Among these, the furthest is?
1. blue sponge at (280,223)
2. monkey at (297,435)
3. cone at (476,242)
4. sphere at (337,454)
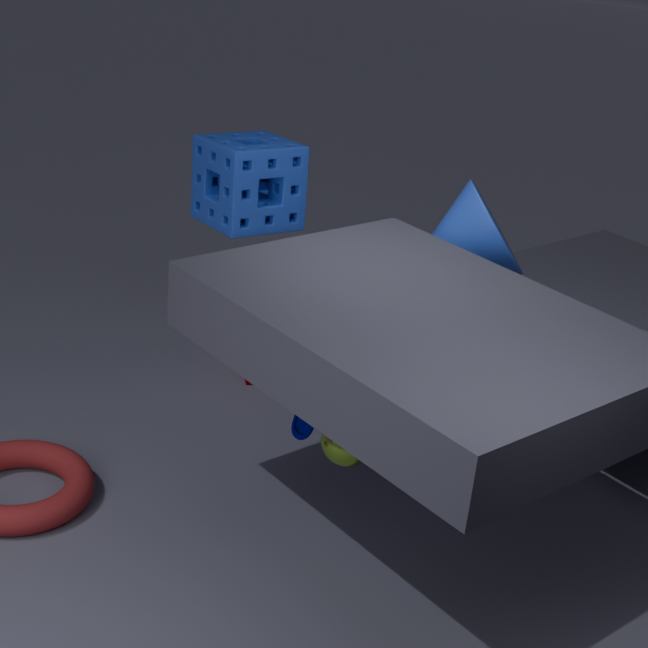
blue sponge at (280,223)
